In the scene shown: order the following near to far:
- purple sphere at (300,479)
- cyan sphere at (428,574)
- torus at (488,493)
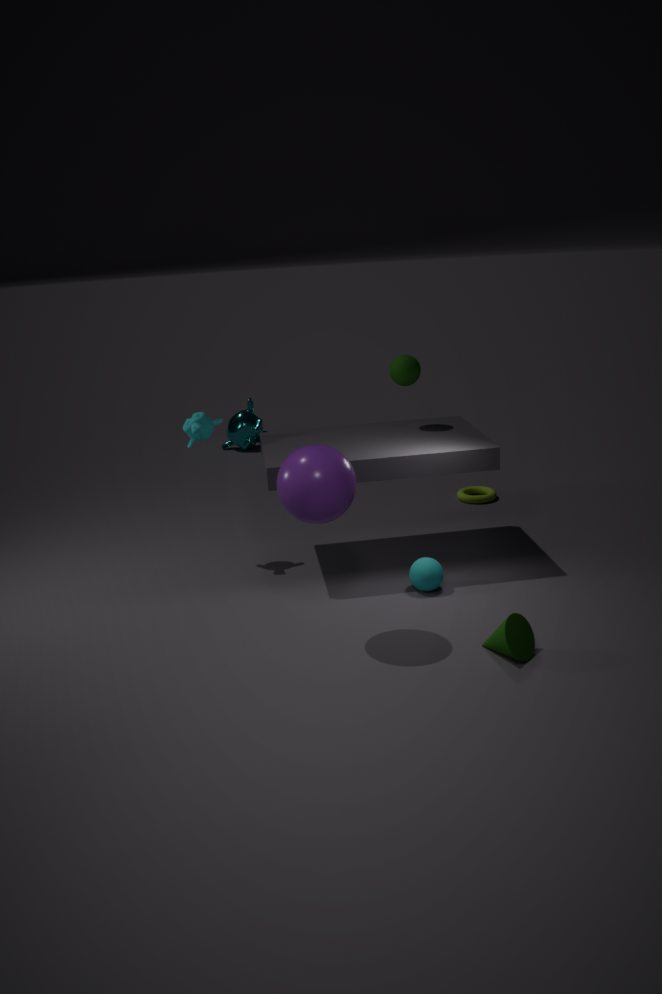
purple sphere at (300,479) → cyan sphere at (428,574) → torus at (488,493)
